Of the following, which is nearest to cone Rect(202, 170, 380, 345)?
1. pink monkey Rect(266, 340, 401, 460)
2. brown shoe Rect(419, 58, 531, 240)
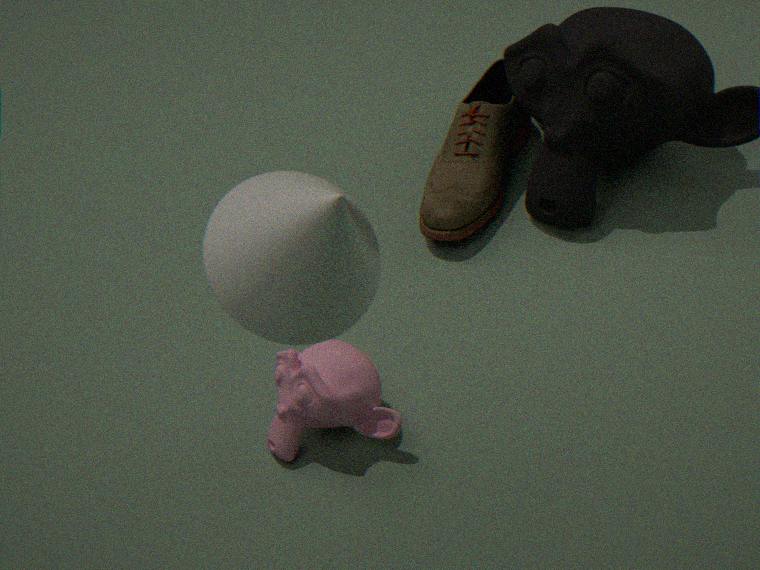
pink monkey Rect(266, 340, 401, 460)
